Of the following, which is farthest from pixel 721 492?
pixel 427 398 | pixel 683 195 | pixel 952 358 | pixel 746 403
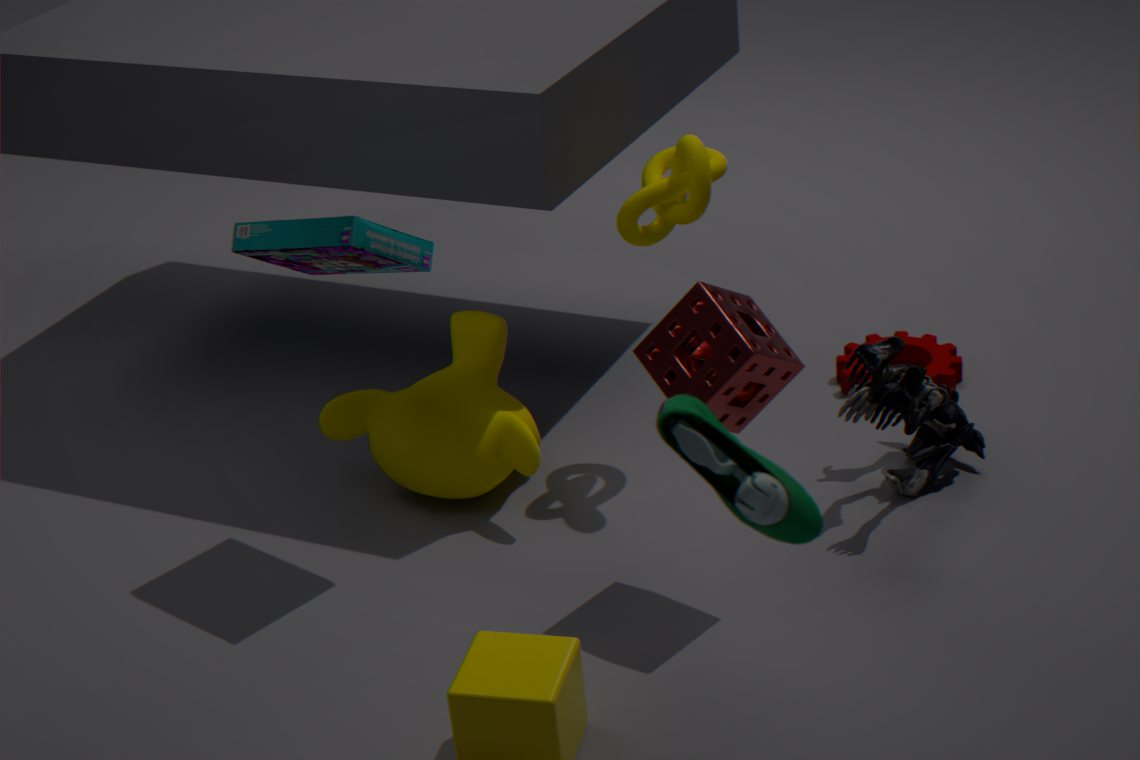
pixel 952 358
